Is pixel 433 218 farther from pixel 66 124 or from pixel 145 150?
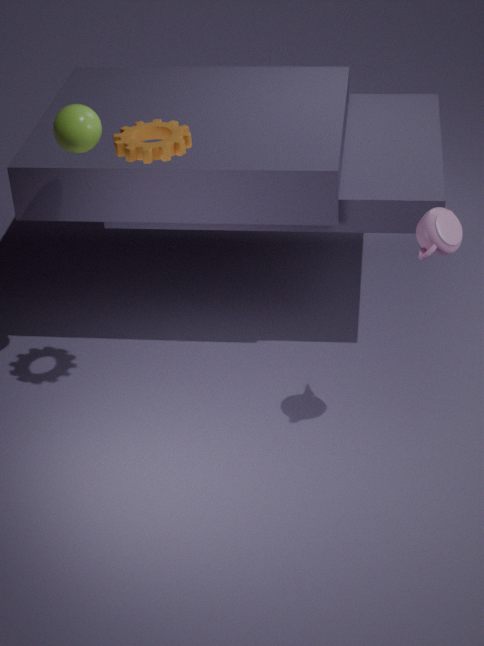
pixel 66 124
